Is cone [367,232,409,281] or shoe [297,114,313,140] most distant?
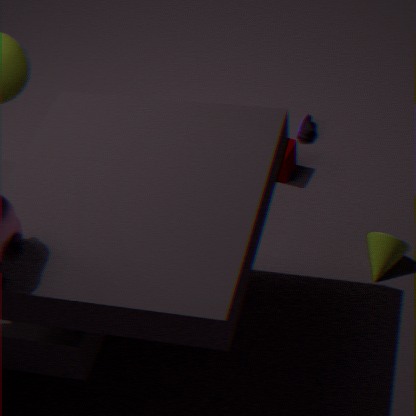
shoe [297,114,313,140]
